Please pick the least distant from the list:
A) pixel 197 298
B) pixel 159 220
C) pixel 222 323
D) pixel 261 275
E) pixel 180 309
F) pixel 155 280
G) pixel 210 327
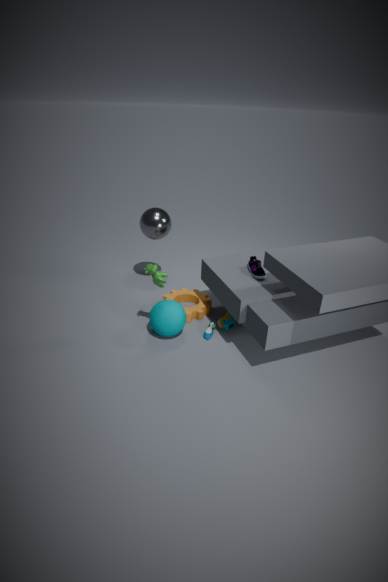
pixel 155 280
